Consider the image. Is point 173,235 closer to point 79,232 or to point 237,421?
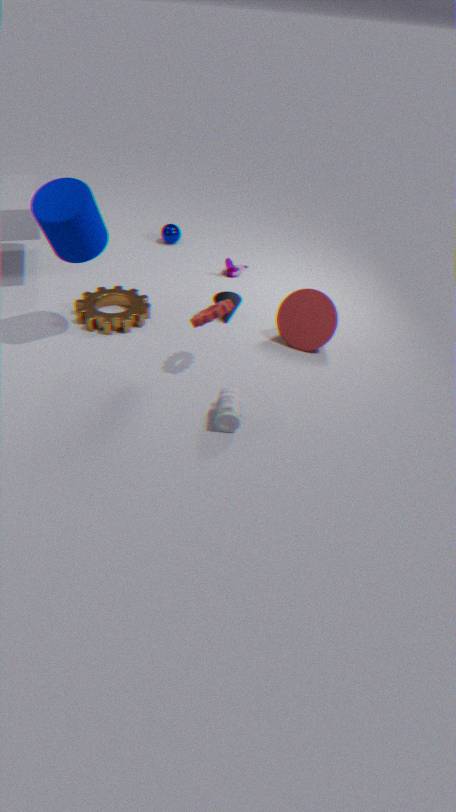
point 79,232
